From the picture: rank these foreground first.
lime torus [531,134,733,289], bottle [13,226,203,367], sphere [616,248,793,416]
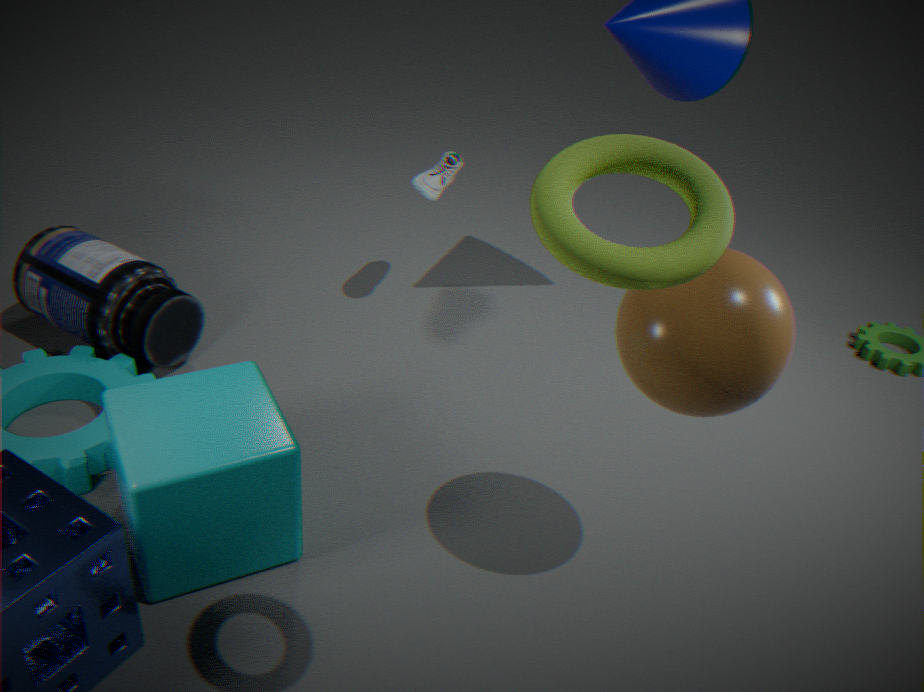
lime torus [531,134,733,289], sphere [616,248,793,416], bottle [13,226,203,367]
